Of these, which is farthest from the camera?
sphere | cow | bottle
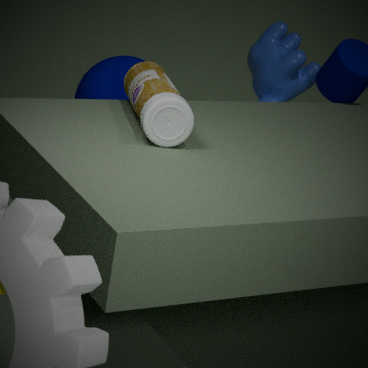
cow
